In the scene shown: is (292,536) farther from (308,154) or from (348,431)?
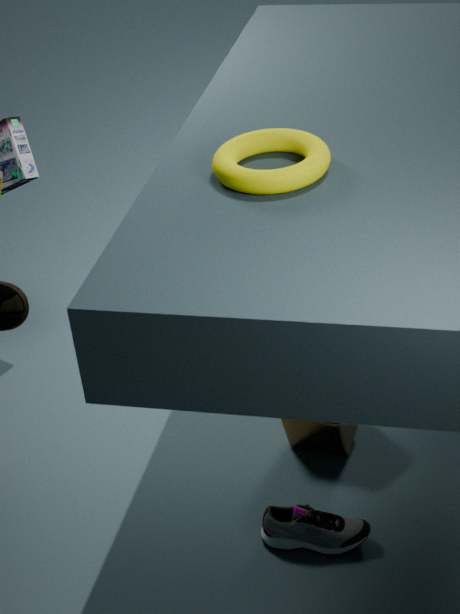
(308,154)
